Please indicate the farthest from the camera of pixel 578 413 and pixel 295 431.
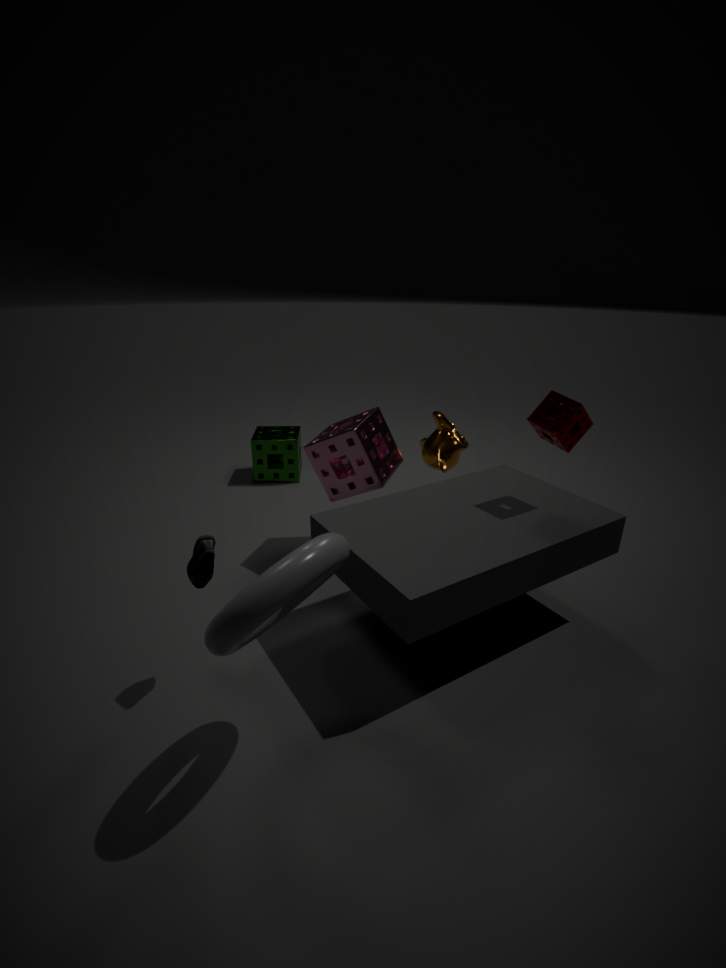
pixel 295 431
